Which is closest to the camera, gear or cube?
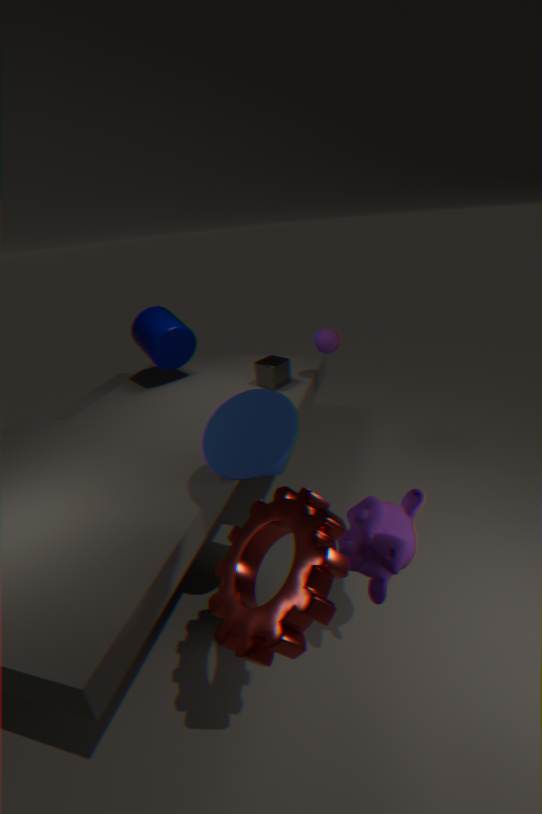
gear
